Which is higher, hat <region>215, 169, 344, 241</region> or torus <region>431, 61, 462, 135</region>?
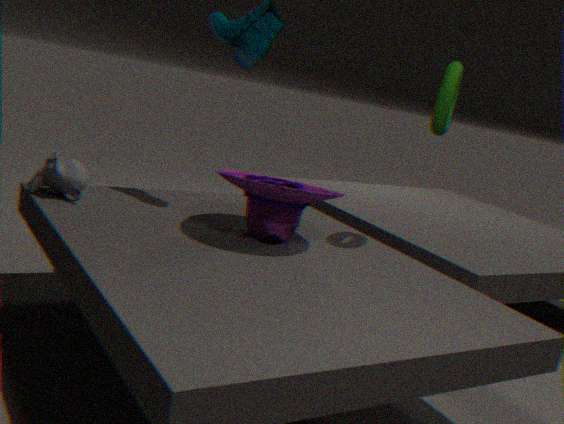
torus <region>431, 61, 462, 135</region>
